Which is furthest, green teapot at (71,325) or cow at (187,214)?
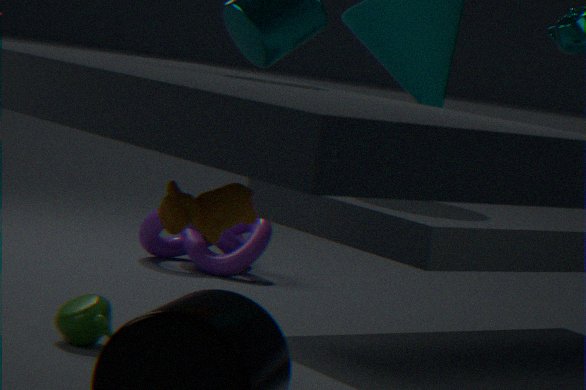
green teapot at (71,325)
